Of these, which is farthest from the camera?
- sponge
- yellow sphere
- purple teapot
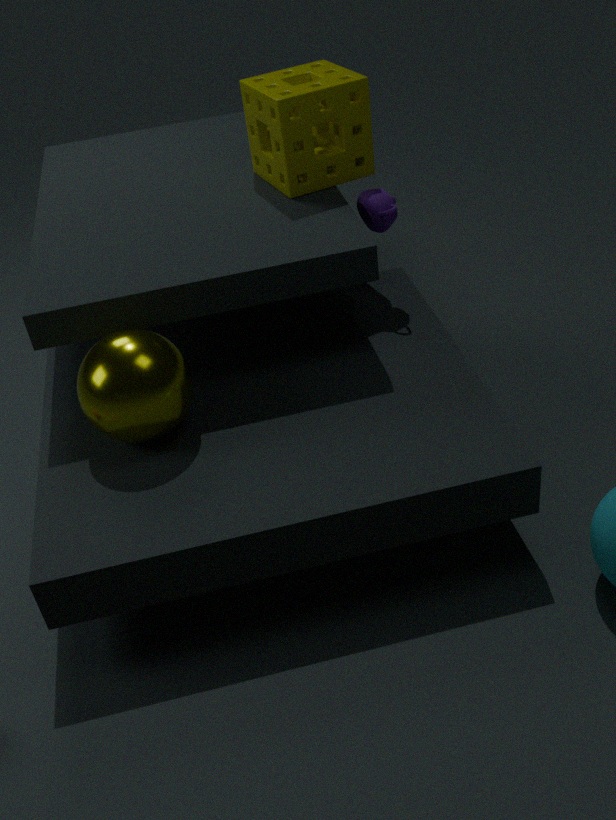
purple teapot
